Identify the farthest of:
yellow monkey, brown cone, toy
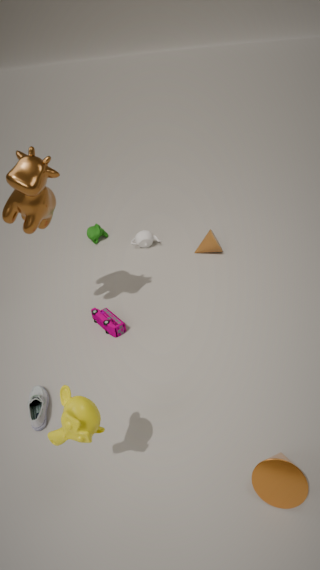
brown cone
